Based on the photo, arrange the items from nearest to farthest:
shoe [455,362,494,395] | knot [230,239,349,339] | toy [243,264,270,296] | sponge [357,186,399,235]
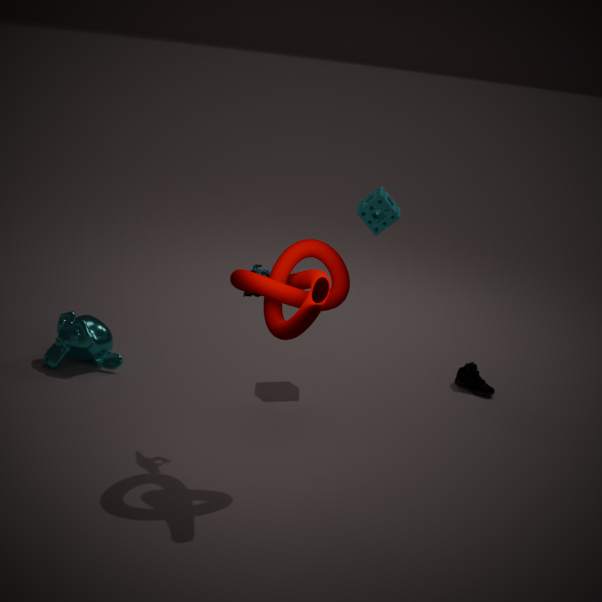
1. knot [230,239,349,339]
2. toy [243,264,270,296]
3. sponge [357,186,399,235]
4. shoe [455,362,494,395]
